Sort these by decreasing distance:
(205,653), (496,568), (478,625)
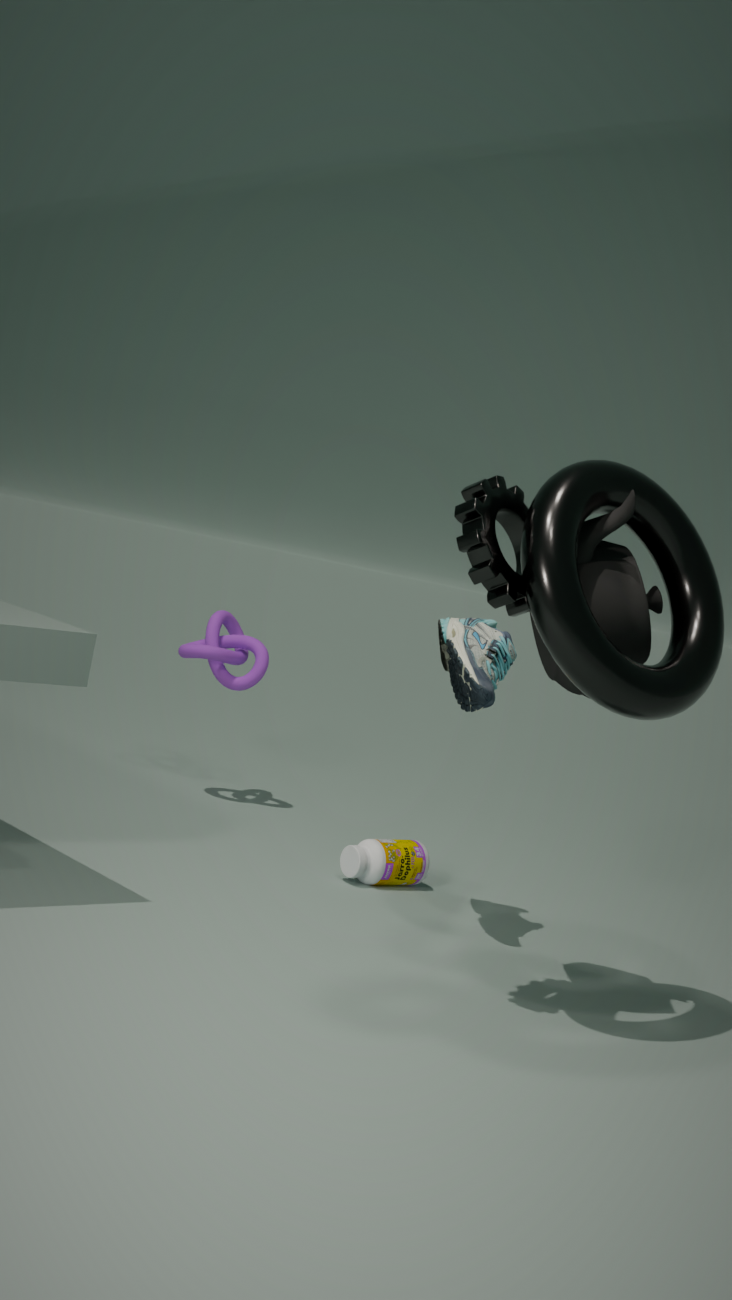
(205,653) → (478,625) → (496,568)
